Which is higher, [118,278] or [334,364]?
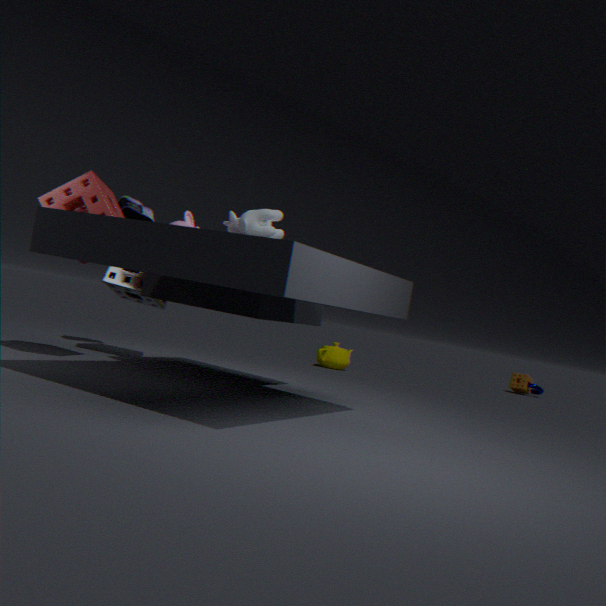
[118,278]
